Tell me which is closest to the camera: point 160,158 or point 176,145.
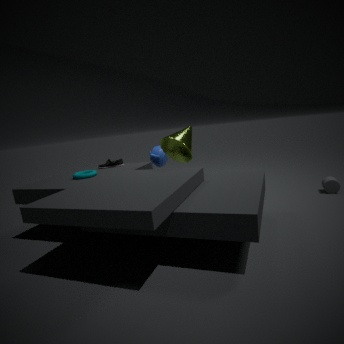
point 176,145
